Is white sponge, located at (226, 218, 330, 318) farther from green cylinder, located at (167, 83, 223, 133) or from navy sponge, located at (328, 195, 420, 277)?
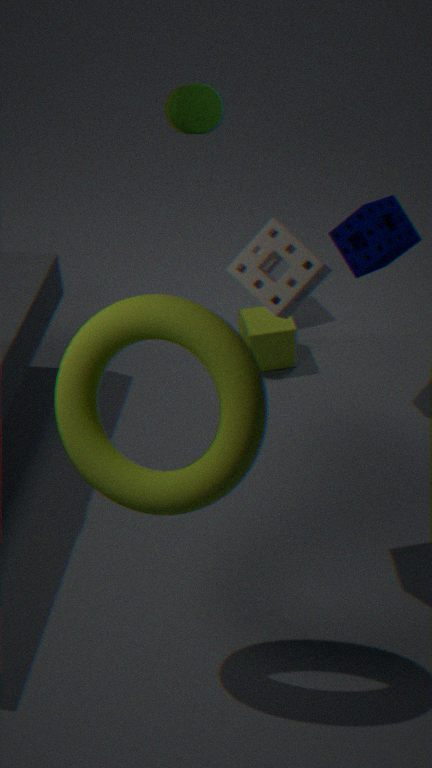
green cylinder, located at (167, 83, 223, 133)
